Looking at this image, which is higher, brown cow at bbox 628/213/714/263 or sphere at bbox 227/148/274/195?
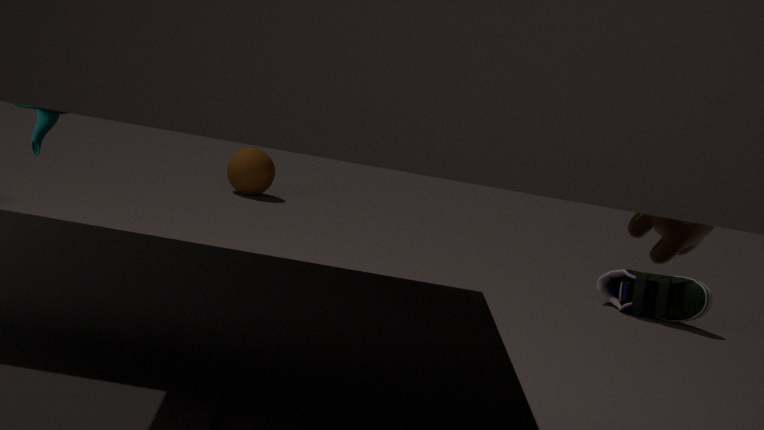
brown cow at bbox 628/213/714/263
